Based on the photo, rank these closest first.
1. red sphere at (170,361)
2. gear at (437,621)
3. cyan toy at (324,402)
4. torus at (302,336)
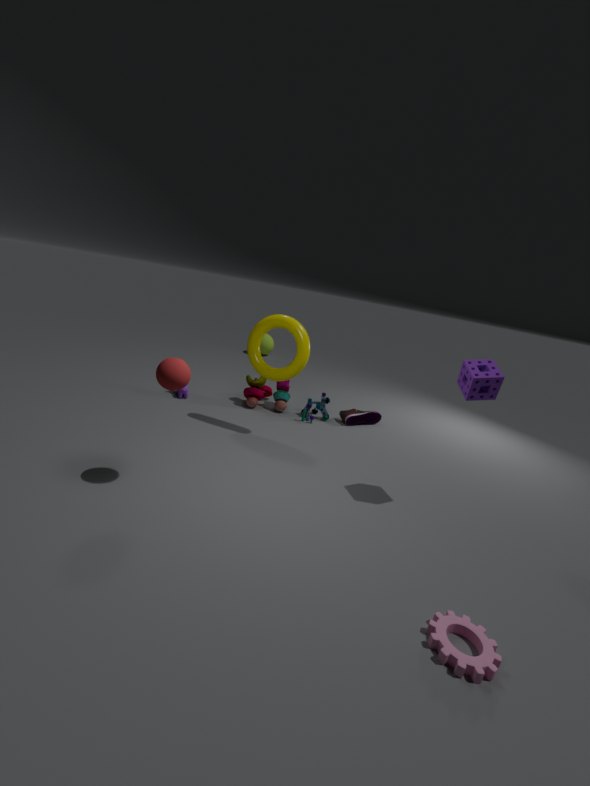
gear at (437,621) → red sphere at (170,361) → torus at (302,336) → cyan toy at (324,402)
